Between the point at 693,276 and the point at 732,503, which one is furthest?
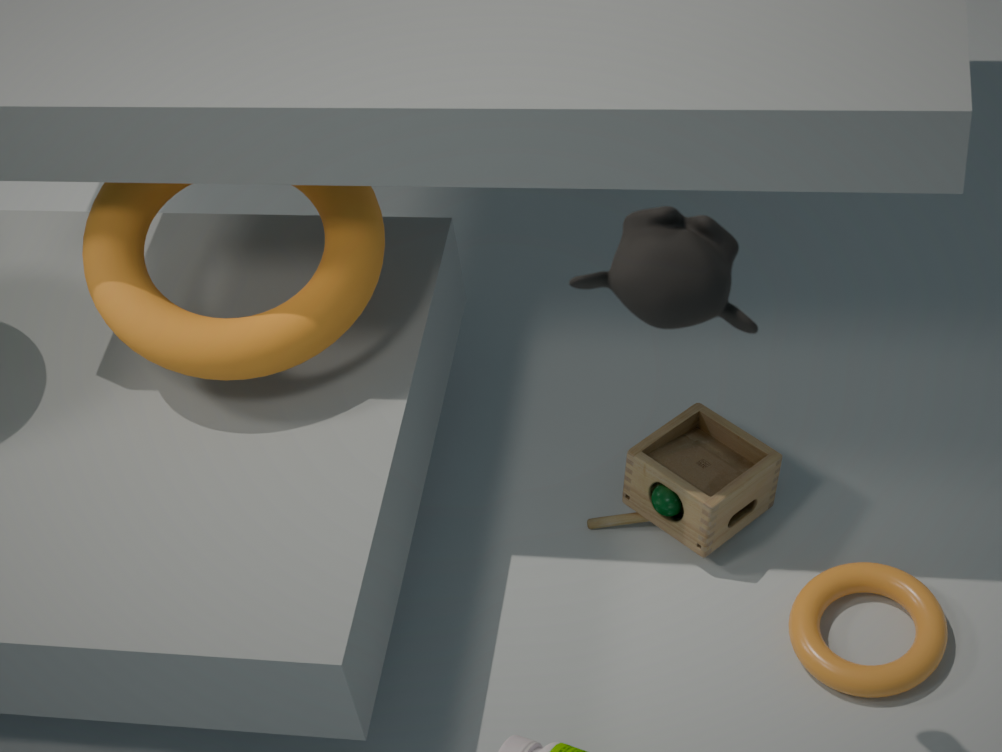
the point at 732,503
